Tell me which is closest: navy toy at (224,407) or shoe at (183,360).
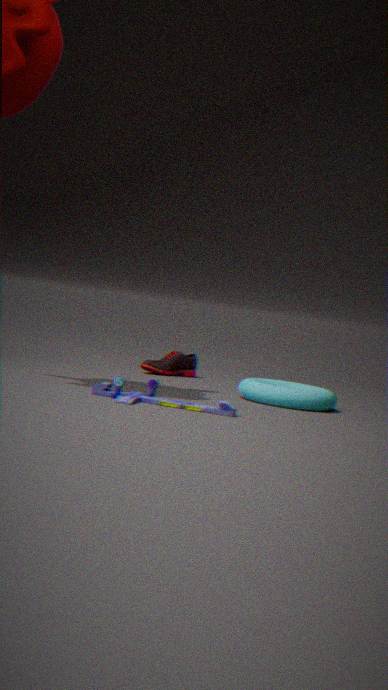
navy toy at (224,407)
